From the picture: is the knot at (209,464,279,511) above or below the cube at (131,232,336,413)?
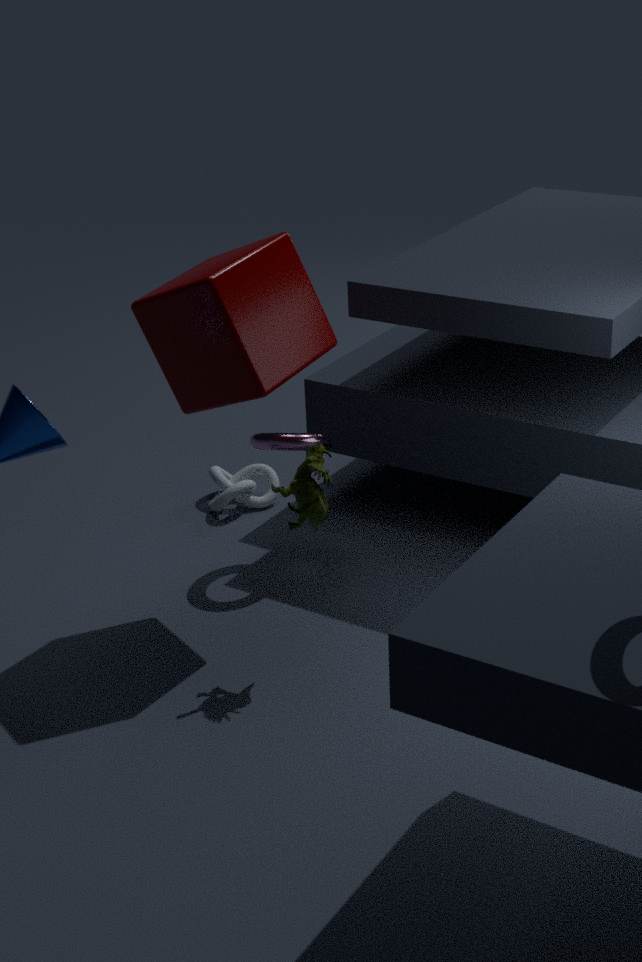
below
